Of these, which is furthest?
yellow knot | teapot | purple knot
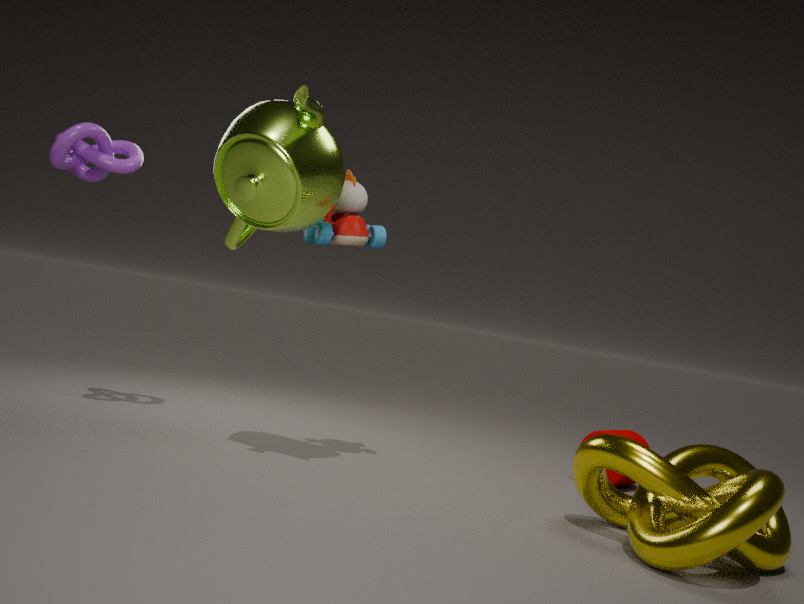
purple knot
